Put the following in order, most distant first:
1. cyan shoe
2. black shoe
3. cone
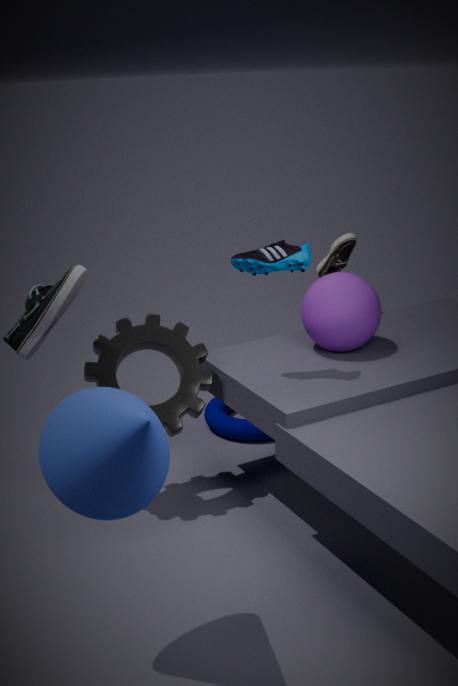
black shoe
cyan shoe
cone
